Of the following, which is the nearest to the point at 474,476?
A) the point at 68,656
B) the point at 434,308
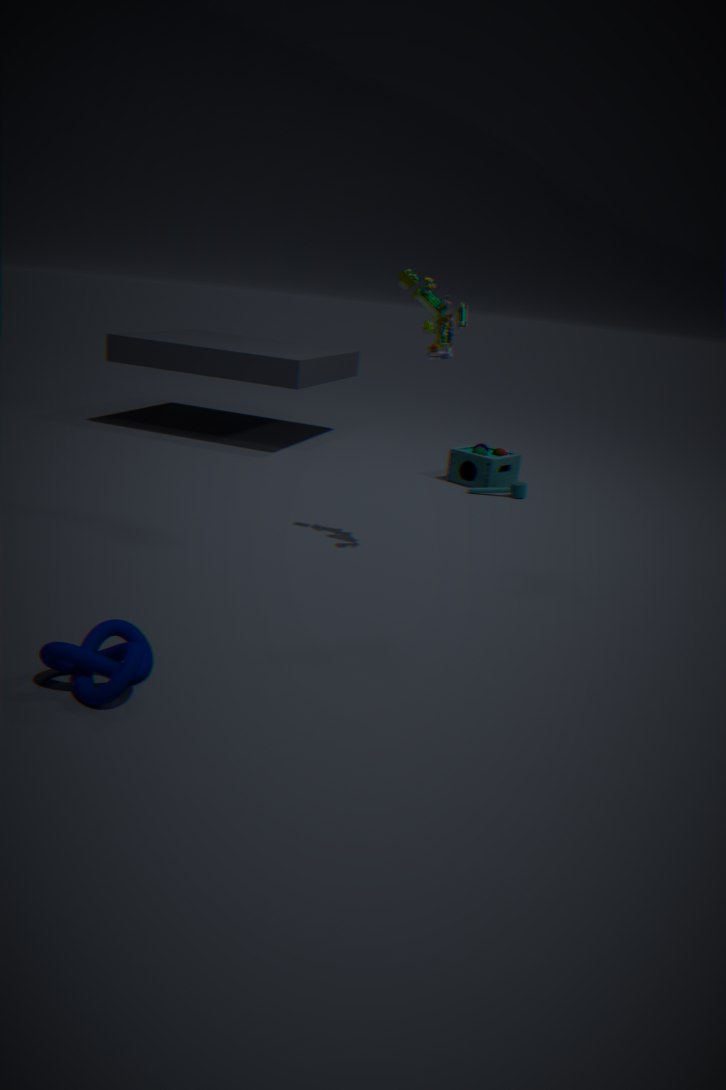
the point at 434,308
